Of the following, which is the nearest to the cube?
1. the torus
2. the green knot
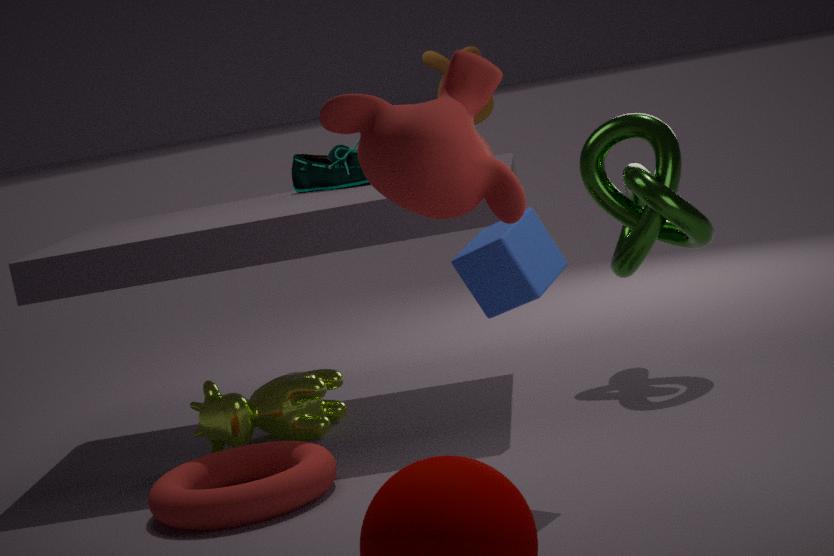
the torus
